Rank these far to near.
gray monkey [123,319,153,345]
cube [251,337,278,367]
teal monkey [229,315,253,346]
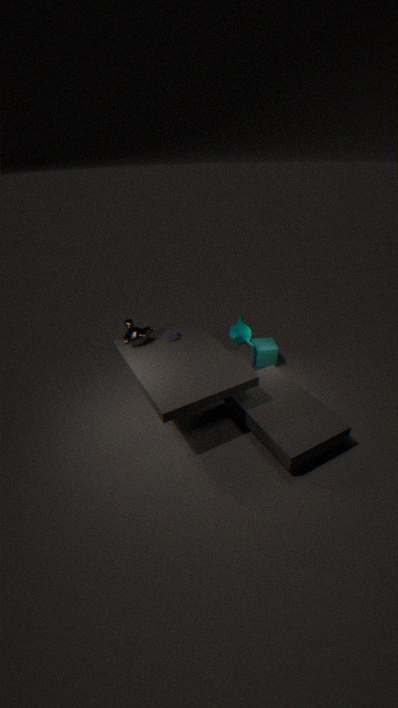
1. cube [251,337,278,367]
2. teal monkey [229,315,253,346]
3. gray monkey [123,319,153,345]
